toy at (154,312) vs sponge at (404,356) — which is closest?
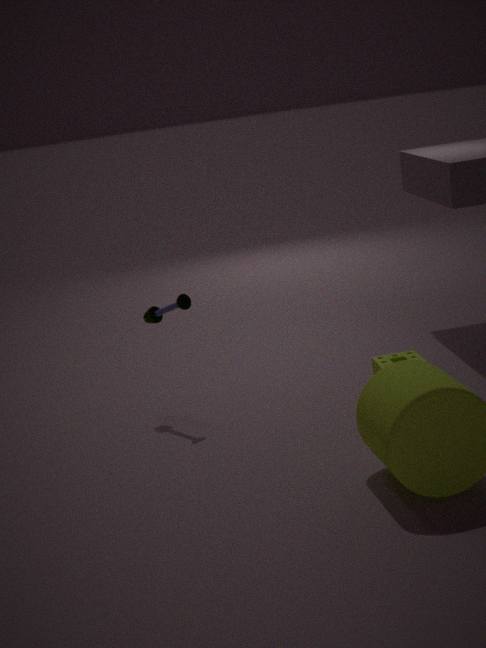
sponge at (404,356)
